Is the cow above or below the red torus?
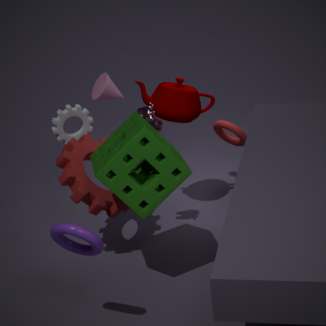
above
